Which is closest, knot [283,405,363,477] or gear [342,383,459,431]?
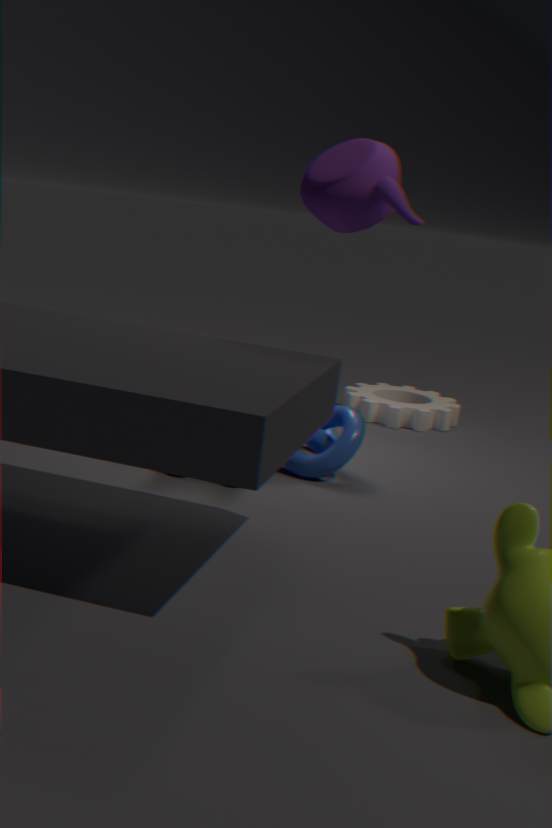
knot [283,405,363,477]
